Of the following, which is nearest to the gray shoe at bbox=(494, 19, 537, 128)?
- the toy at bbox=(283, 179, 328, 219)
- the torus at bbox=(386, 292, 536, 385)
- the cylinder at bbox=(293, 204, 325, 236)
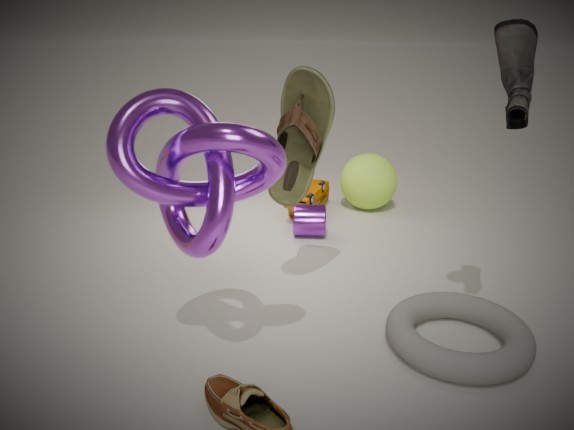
the torus at bbox=(386, 292, 536, 385)
